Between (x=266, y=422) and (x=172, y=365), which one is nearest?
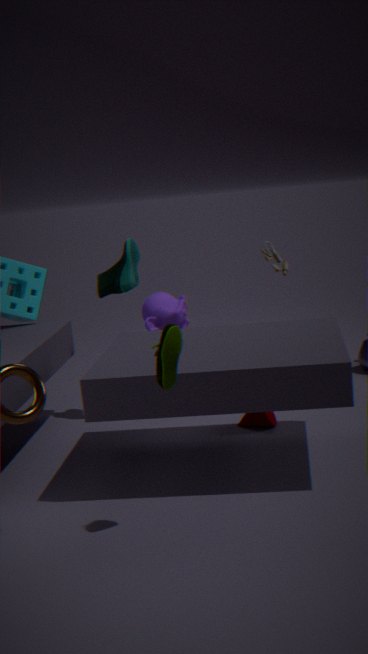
(x=172, y=365)
